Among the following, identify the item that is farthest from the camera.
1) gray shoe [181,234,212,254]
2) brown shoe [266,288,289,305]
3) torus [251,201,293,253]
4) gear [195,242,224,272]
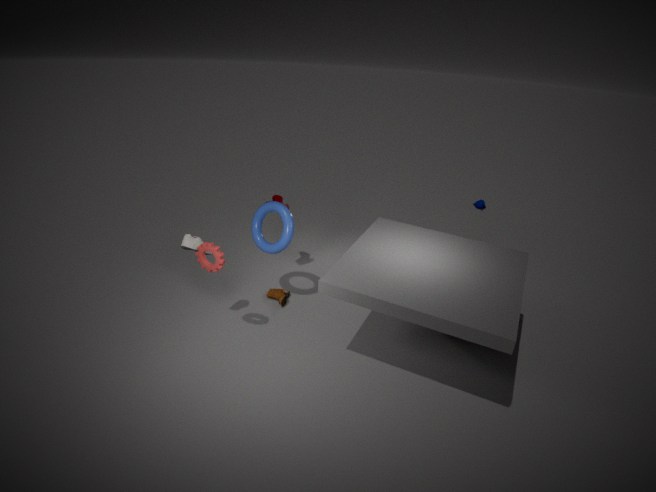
2. brown shoe [266,288,289,305]
